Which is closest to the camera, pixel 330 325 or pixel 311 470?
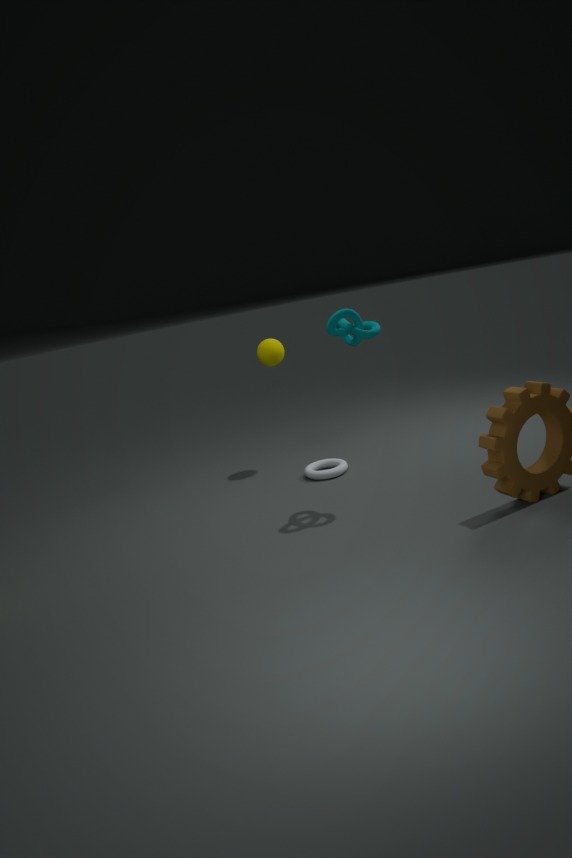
pixel 330 325
